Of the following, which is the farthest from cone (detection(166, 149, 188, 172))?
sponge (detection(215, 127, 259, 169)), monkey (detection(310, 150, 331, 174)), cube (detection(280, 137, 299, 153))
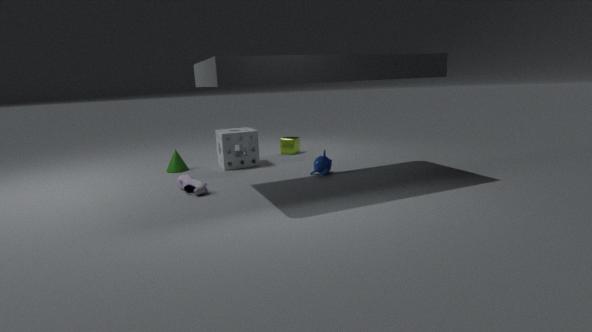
monkey (detection(310, 150, 331, 174))
